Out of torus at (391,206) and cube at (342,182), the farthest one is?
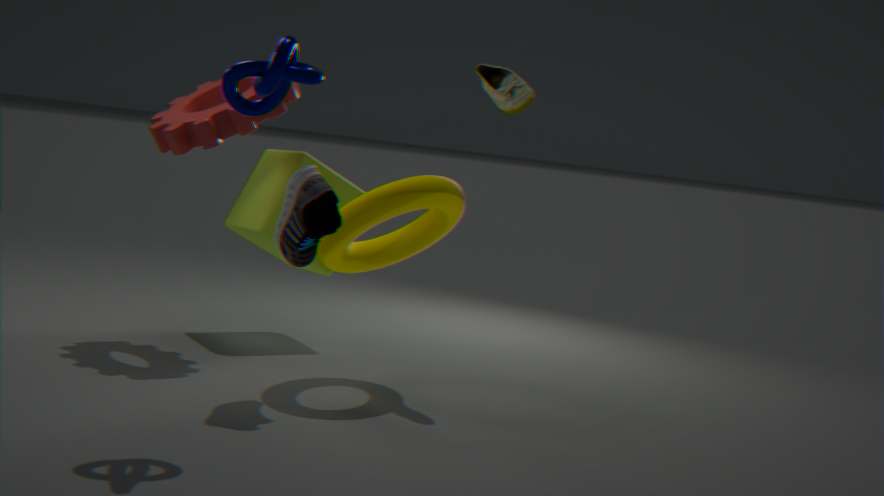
cube at (342,182)
